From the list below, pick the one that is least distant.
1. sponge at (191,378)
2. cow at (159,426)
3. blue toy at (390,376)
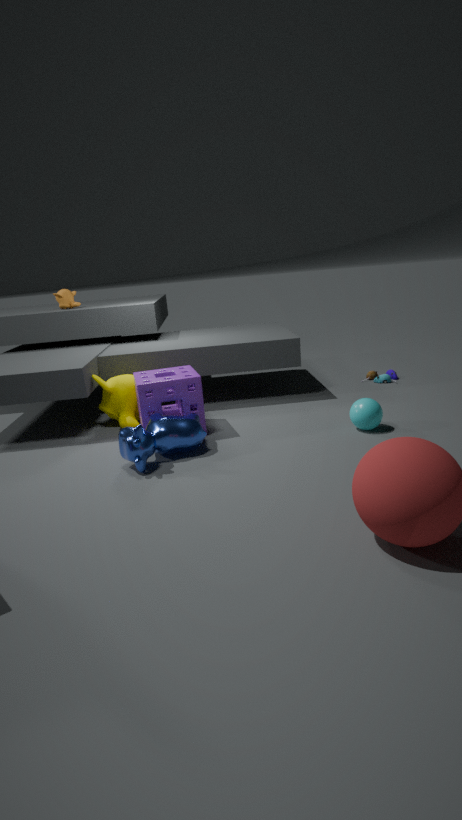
cow at (159,426)
